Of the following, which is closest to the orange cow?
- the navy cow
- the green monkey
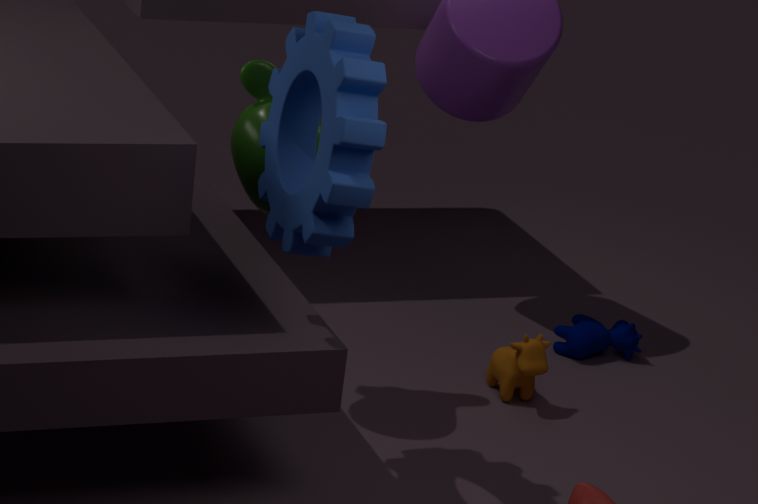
the navy cow
